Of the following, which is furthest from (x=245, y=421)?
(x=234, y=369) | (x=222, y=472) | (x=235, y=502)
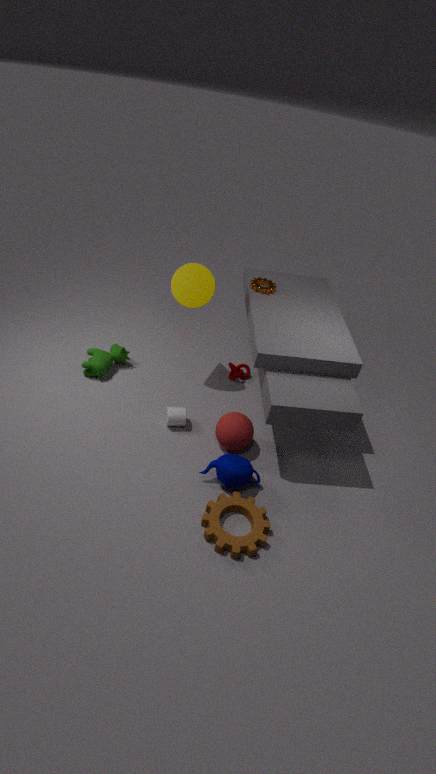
(x=234, y=369)
